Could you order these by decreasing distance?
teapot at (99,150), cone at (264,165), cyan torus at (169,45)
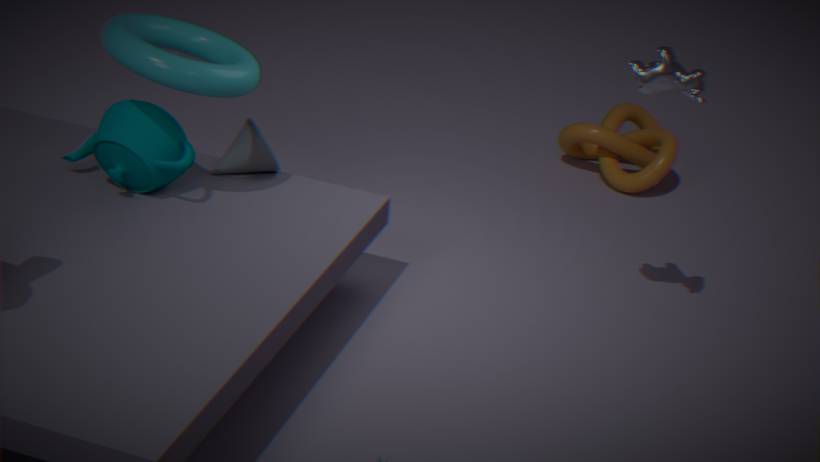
1. cone at (264,165)
2. teapot at (99,150)
3. cyan torus at (169,45)
